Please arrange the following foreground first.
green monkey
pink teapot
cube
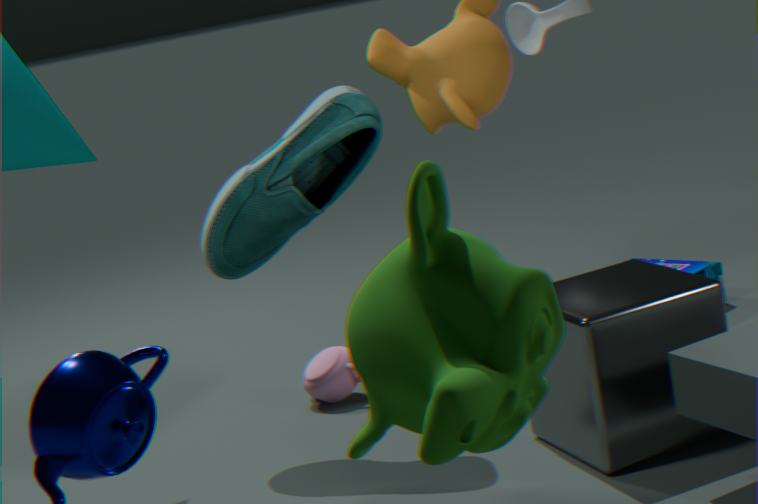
green monkey < cube < pink teapot
